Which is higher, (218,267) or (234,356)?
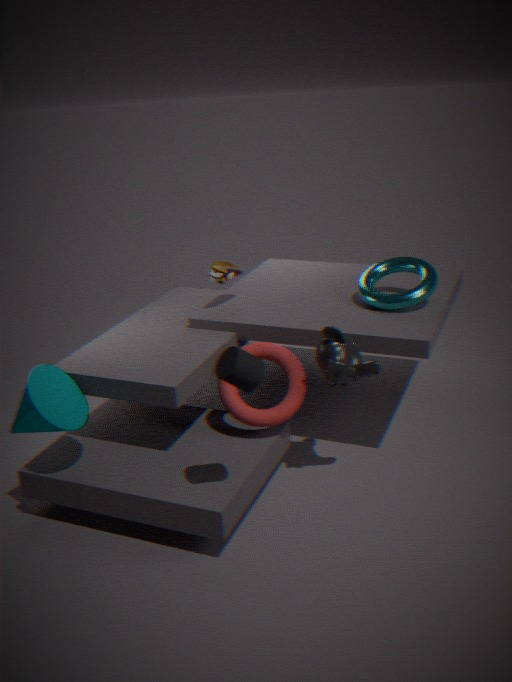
(218,267)
